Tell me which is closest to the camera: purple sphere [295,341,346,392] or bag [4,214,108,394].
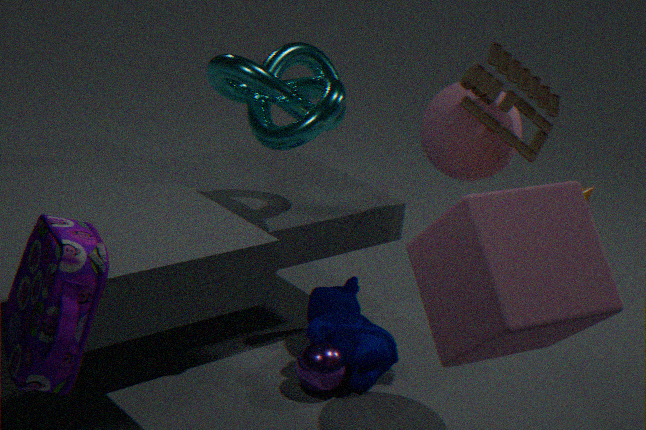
bag [4,214,108,394]
